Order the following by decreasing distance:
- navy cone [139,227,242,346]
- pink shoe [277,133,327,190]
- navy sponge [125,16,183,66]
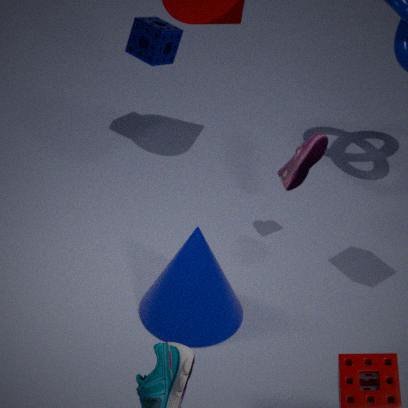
navy sponge [125,16,183,66] → pink shoe [277,133,327,190] → navy cone [139,227,242,346]
